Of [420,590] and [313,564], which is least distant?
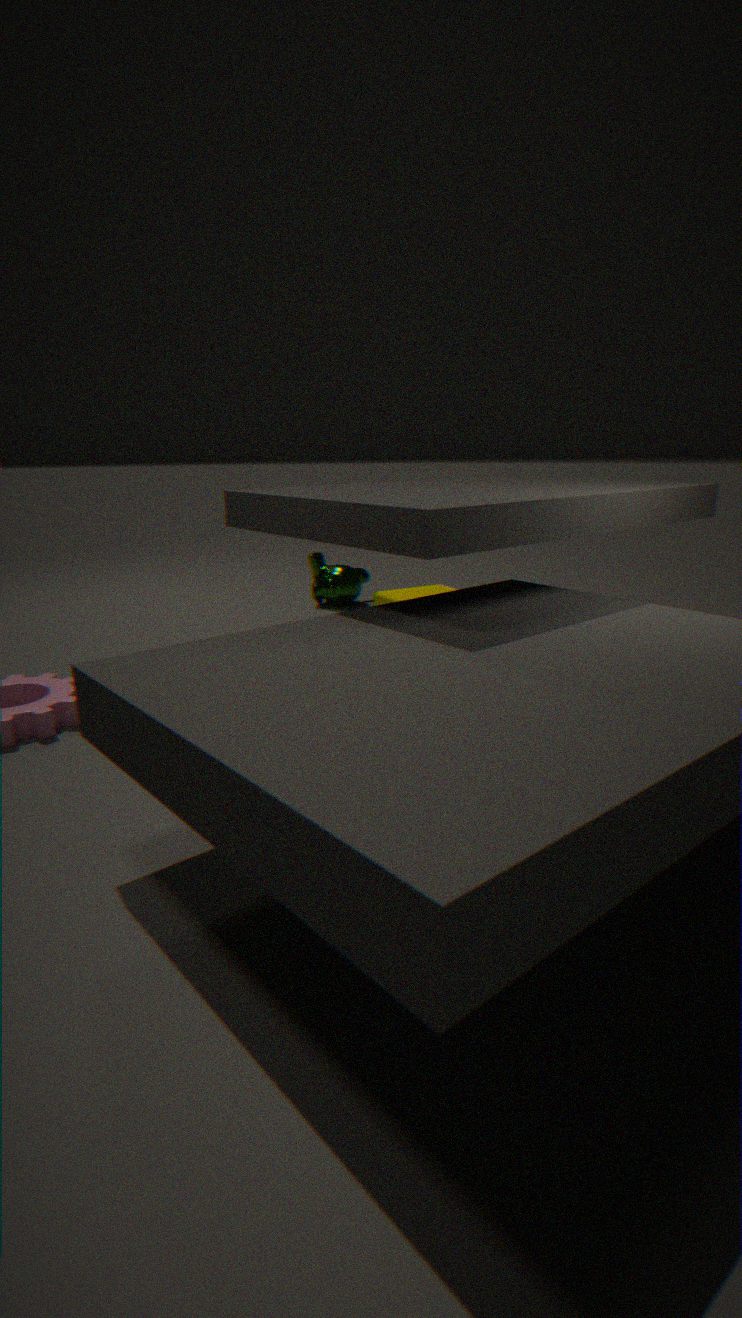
[420,590]
